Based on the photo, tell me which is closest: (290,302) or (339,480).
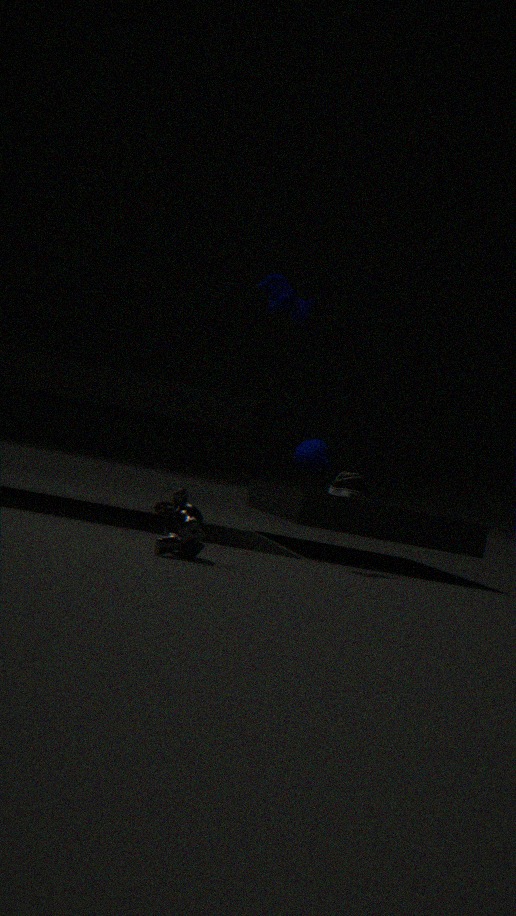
(290,302)
